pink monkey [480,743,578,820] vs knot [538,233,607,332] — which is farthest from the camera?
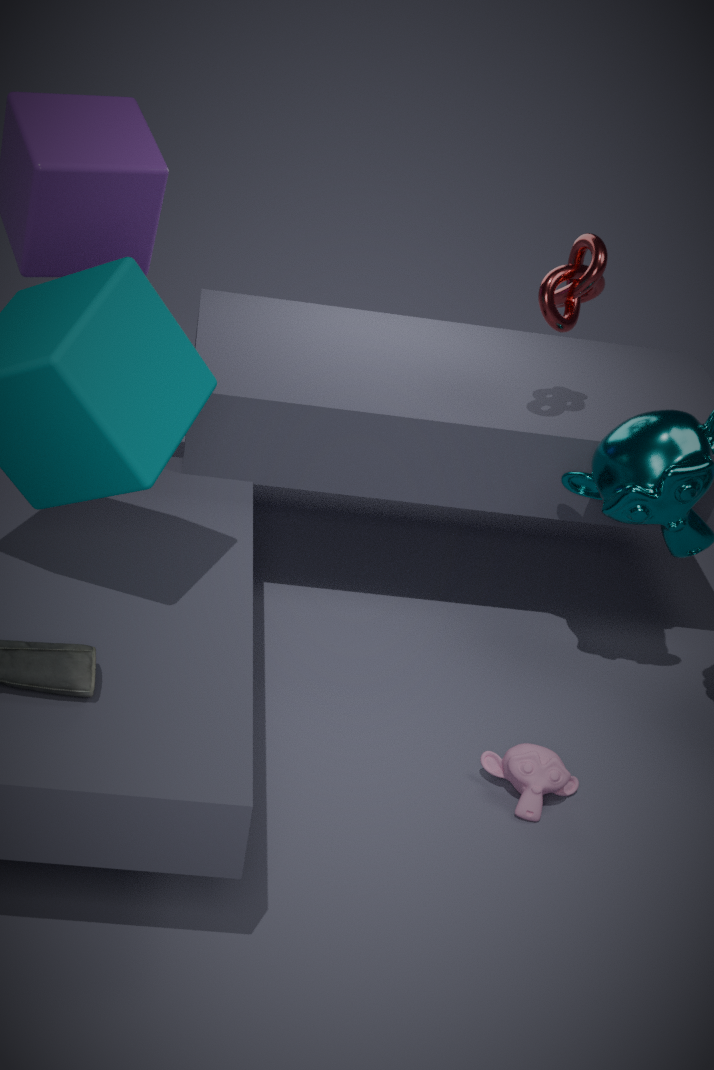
knot [538,233,607,332]
